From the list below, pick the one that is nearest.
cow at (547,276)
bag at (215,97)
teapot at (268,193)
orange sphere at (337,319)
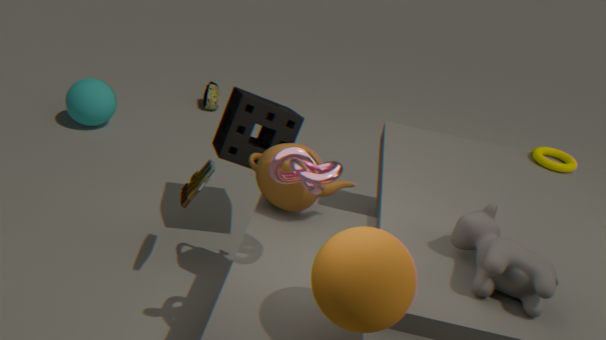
orange sphere at (337,319)
